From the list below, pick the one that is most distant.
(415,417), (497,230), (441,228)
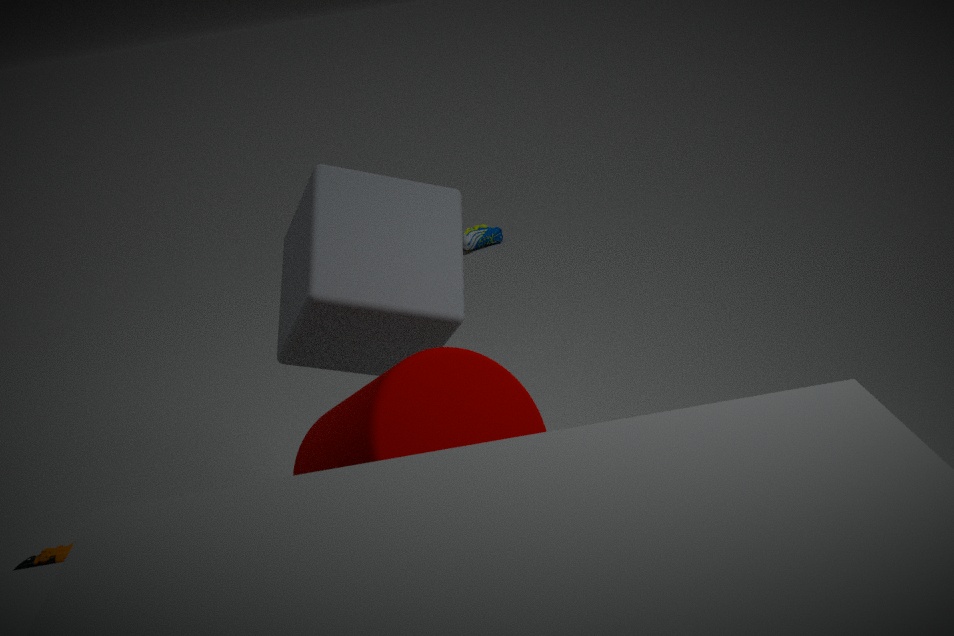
(497,230)
